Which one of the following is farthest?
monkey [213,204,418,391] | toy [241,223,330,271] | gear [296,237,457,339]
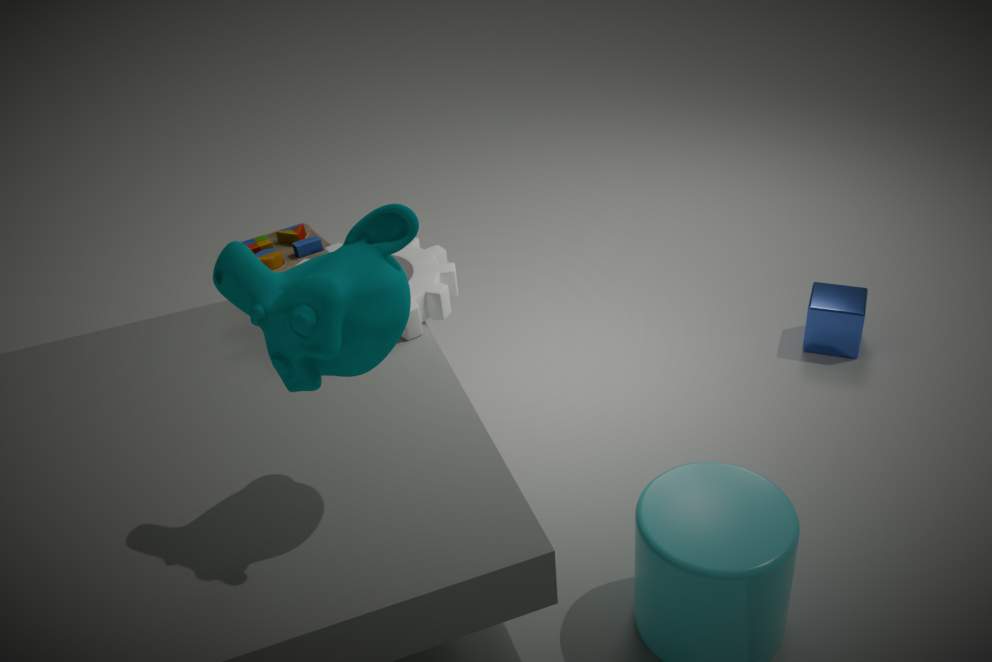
toy [241,223,330,271]
